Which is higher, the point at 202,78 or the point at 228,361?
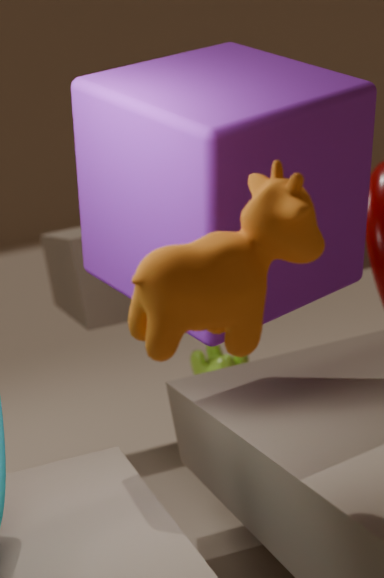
the point at 202,78
